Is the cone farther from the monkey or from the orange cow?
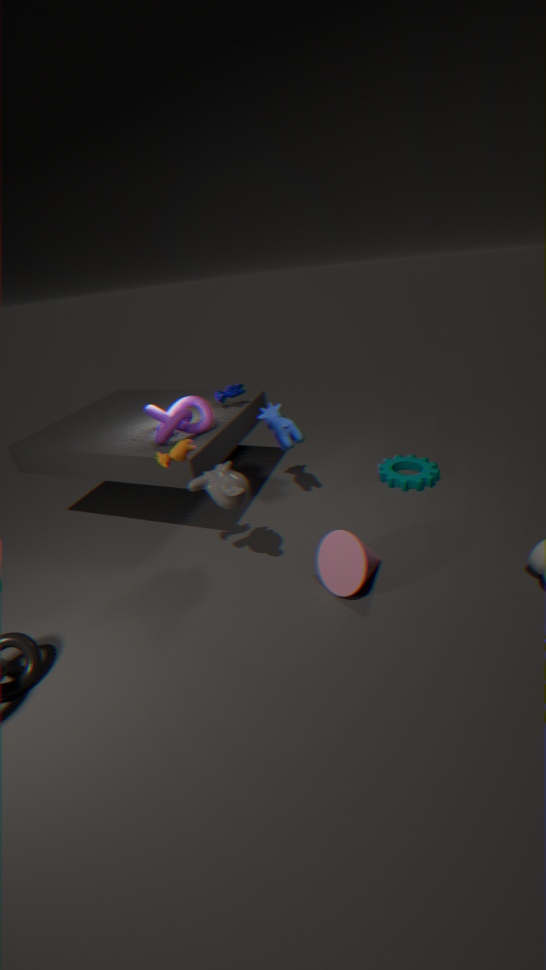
the orange cow
